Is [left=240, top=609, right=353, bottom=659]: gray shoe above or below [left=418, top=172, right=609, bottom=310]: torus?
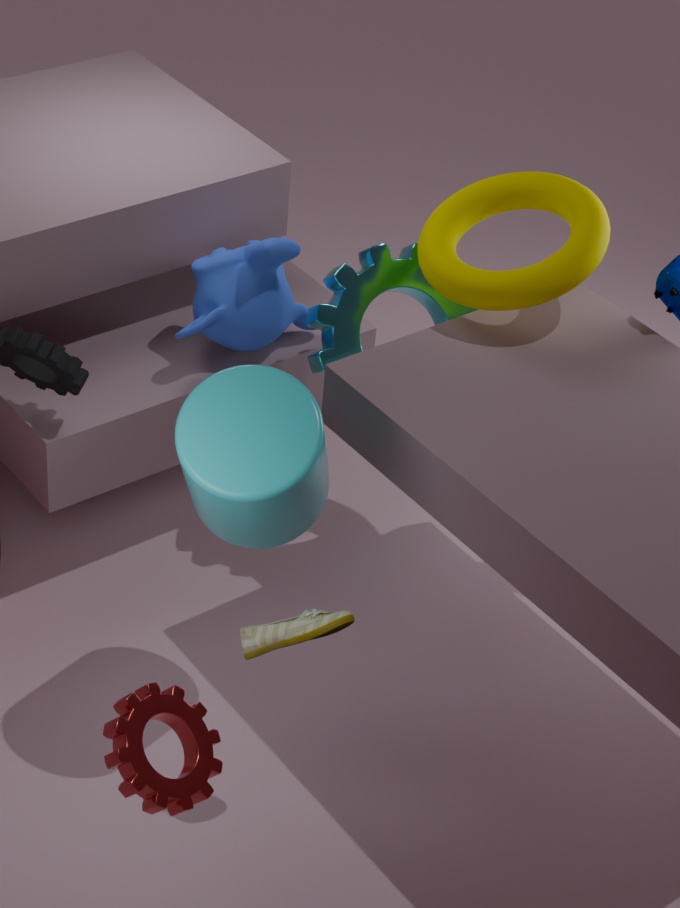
below
